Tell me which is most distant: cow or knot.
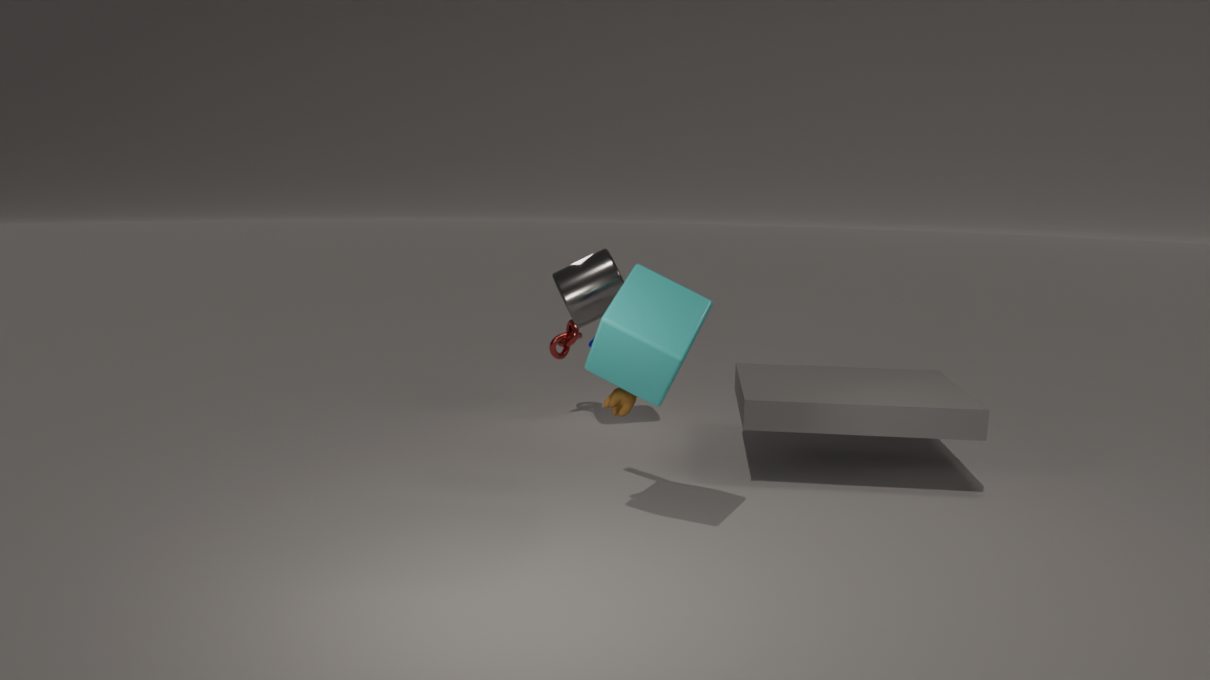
knot
